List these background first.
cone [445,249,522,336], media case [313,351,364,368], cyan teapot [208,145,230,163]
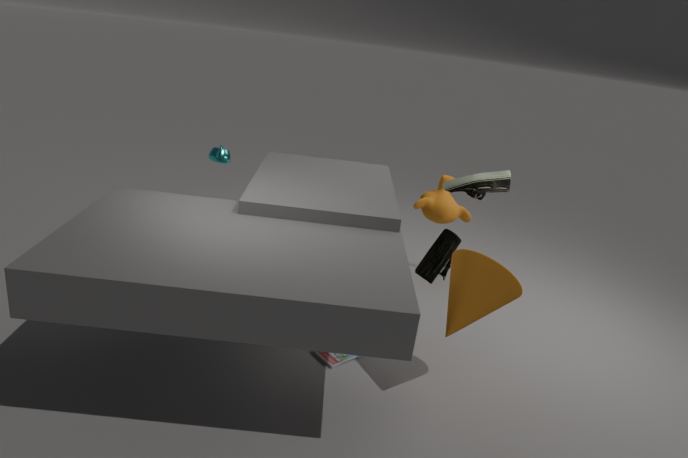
cyan teapot [208,145,230,163] < media case [313,351,364,368] < cone [445,249,522,336]
